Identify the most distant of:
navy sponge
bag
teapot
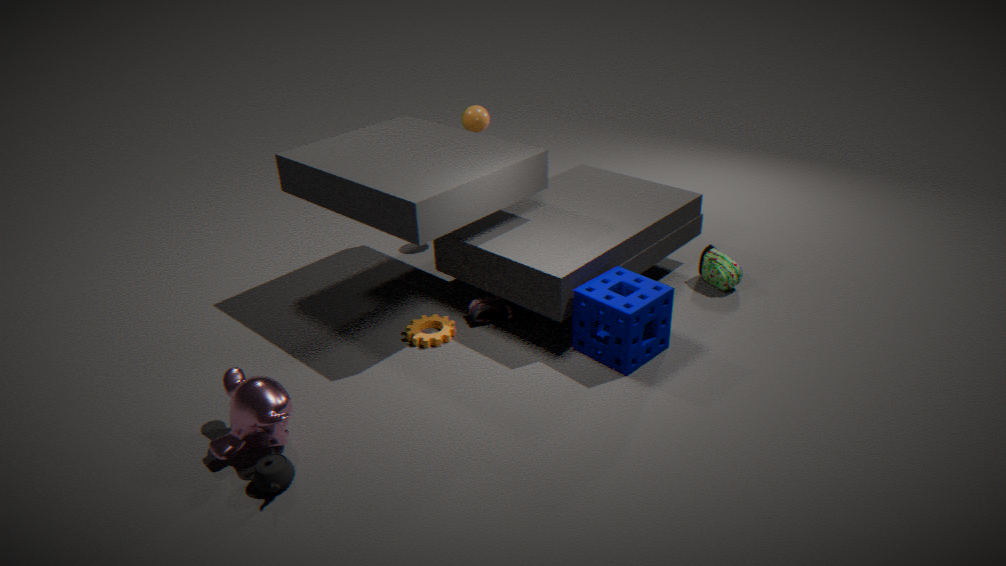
bag
